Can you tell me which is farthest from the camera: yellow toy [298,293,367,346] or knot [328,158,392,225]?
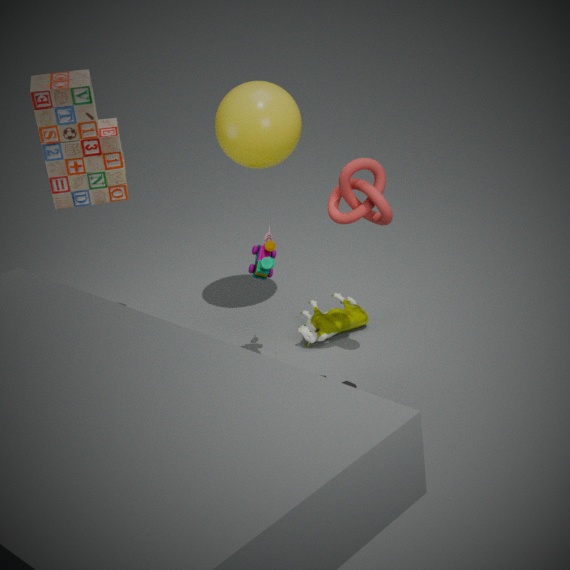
yellow toy [298,293,367,346]
